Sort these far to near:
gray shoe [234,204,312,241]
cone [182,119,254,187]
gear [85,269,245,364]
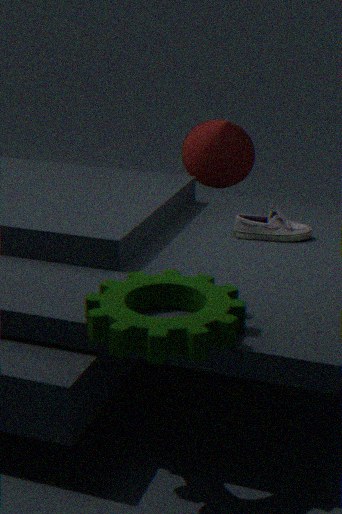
cone [182,119,254,187] < gray shoe [234,204,312,241] < gear [85,269,245,364]
